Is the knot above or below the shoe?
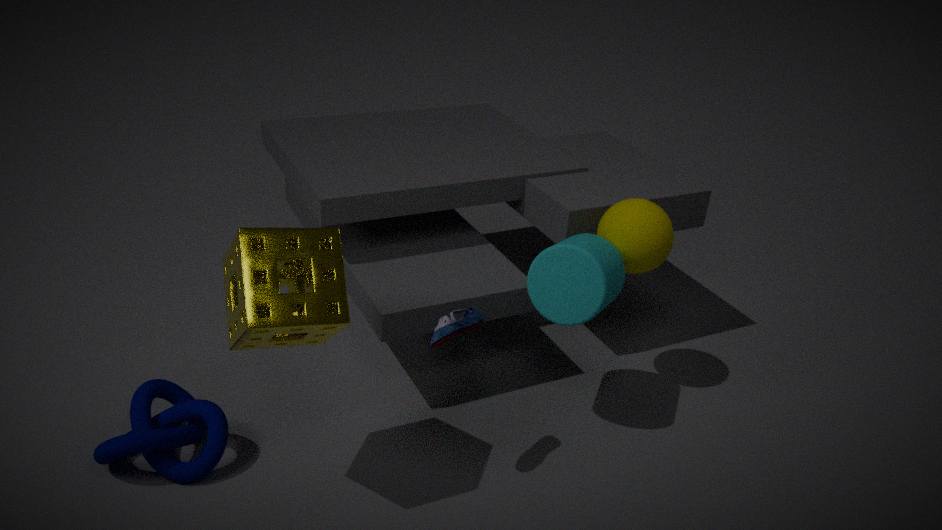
below
